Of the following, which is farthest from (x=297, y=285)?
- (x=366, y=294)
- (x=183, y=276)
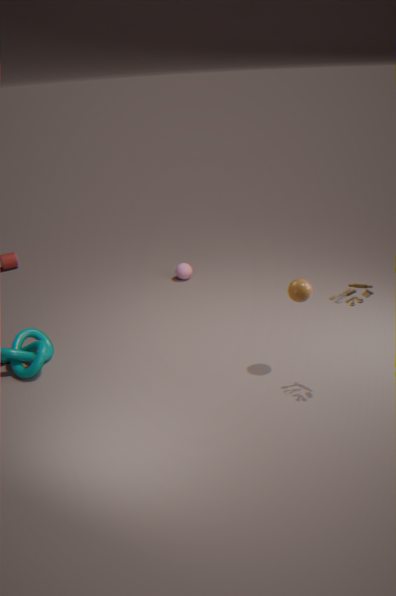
(x=183, y=276)
